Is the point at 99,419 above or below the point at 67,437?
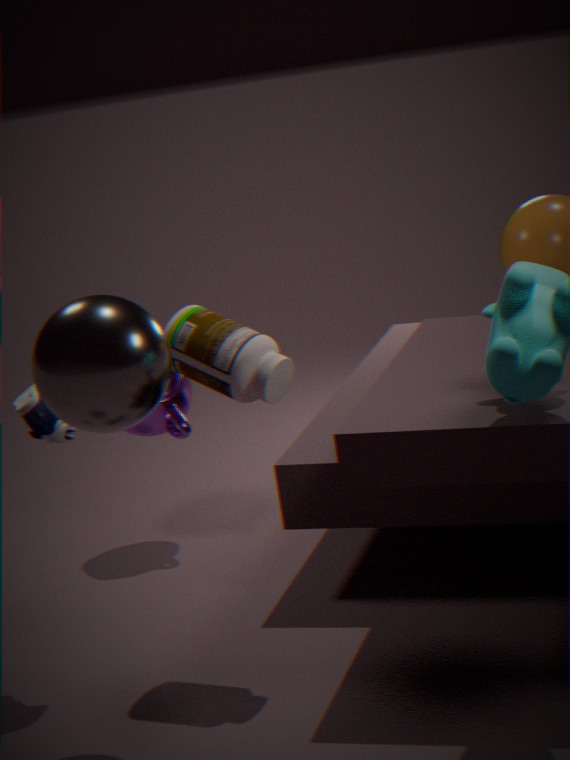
above
